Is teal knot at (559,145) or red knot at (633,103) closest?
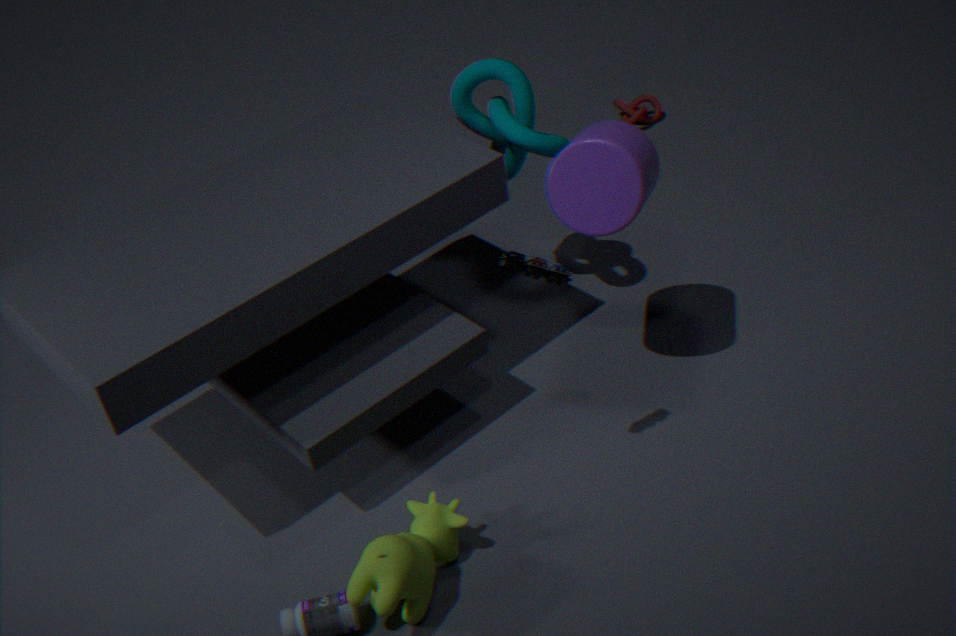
teal knot at (559,145)
